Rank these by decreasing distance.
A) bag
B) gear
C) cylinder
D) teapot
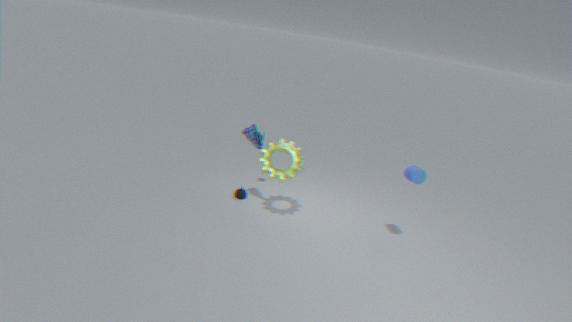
teapot
bag
gear
cylinder
